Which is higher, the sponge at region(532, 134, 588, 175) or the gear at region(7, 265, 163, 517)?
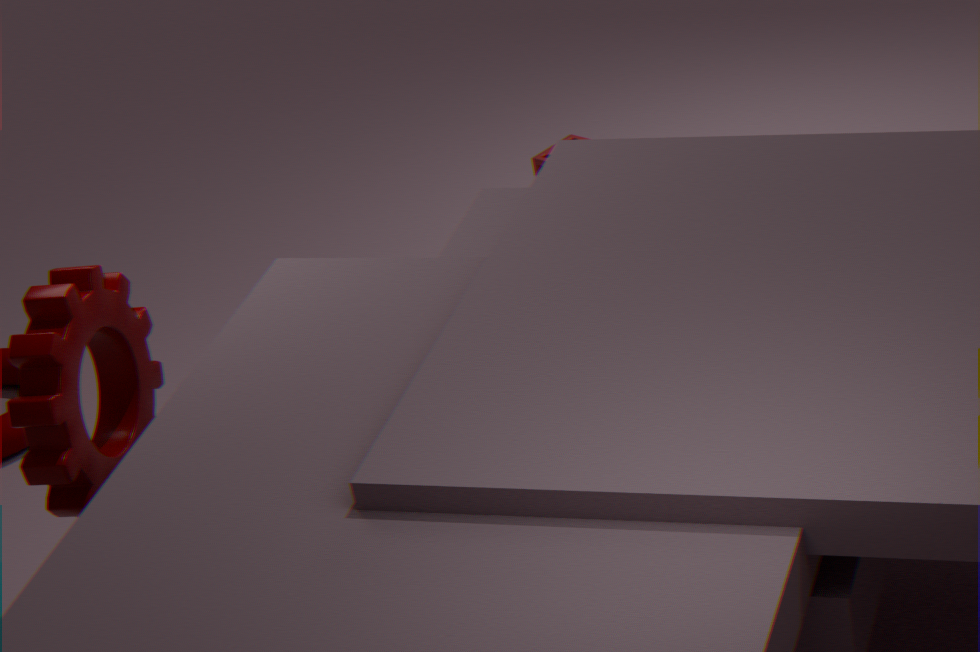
the gear at region(7, 265, 163, 517)
